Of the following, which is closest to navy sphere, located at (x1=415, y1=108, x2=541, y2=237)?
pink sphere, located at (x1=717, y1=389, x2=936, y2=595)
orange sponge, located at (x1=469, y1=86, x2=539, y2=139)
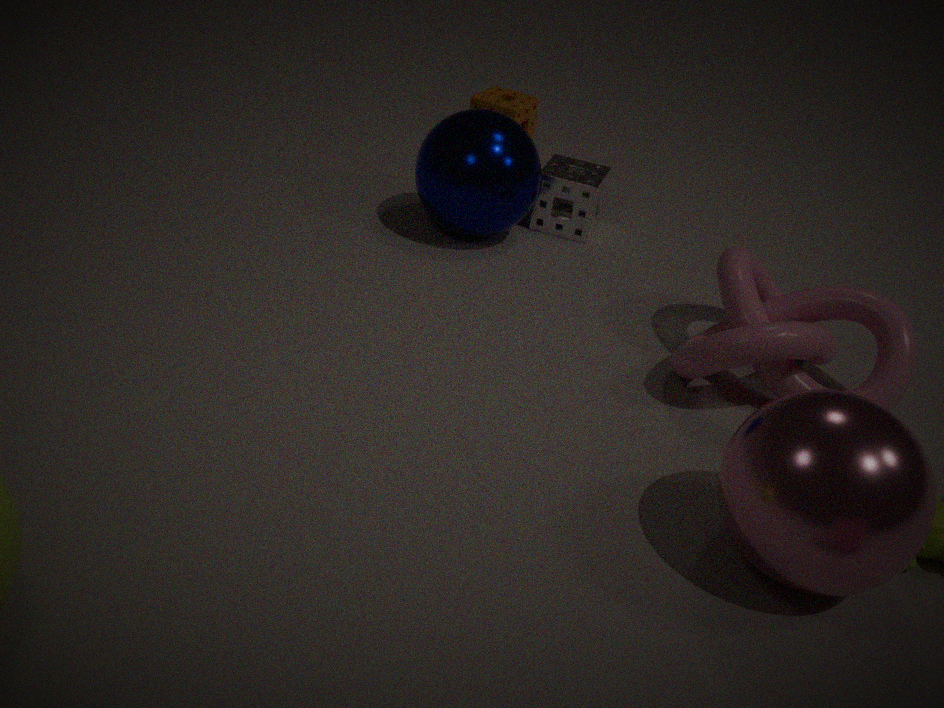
orange sponge, located at (x1=469, y1=86, x2=539, y2=139)
